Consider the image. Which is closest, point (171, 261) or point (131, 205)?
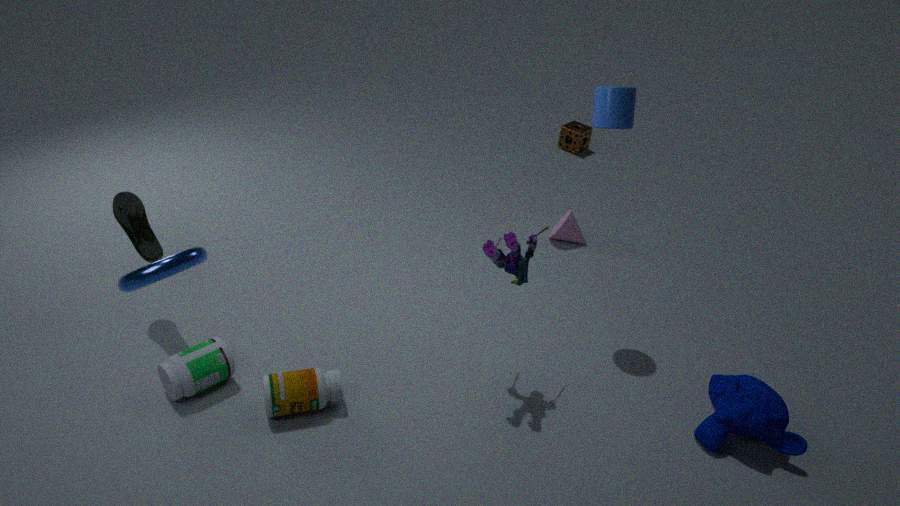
point (171, 261)
